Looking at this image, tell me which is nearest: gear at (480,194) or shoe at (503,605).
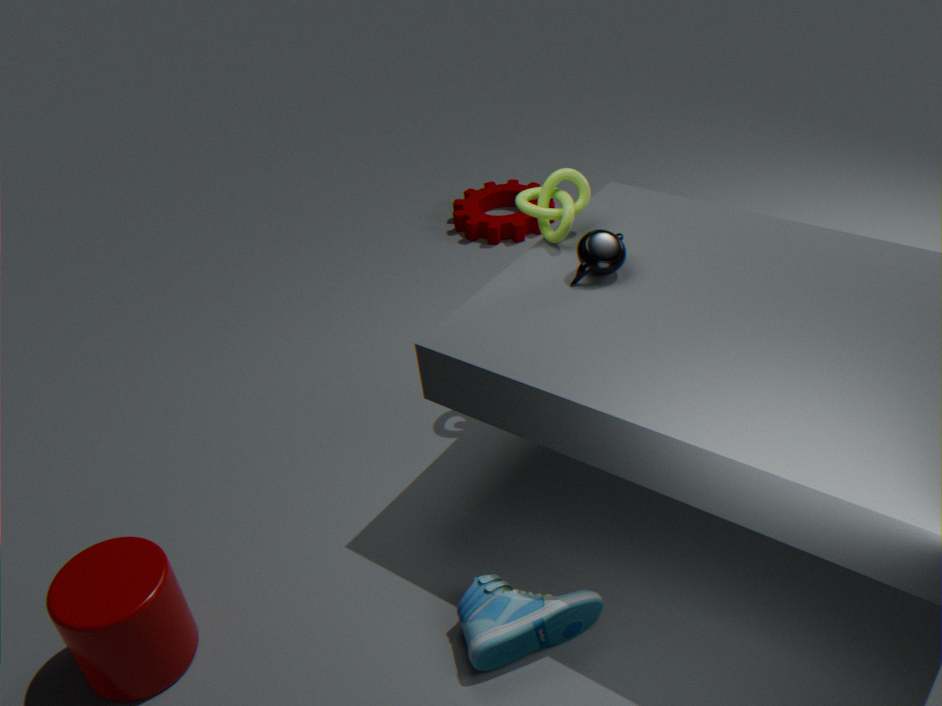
shoe at (503,605)
